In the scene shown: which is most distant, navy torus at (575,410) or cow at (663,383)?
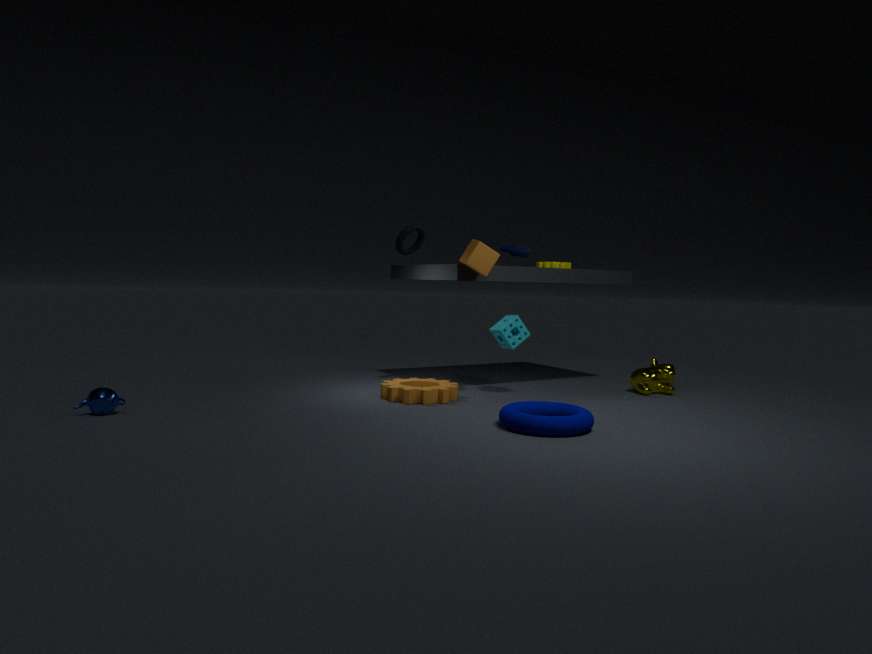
cow at (663,383)
